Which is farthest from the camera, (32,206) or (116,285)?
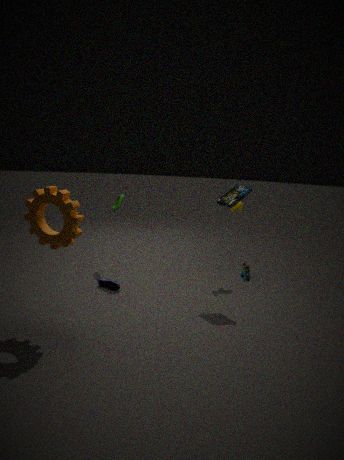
(116,285)
